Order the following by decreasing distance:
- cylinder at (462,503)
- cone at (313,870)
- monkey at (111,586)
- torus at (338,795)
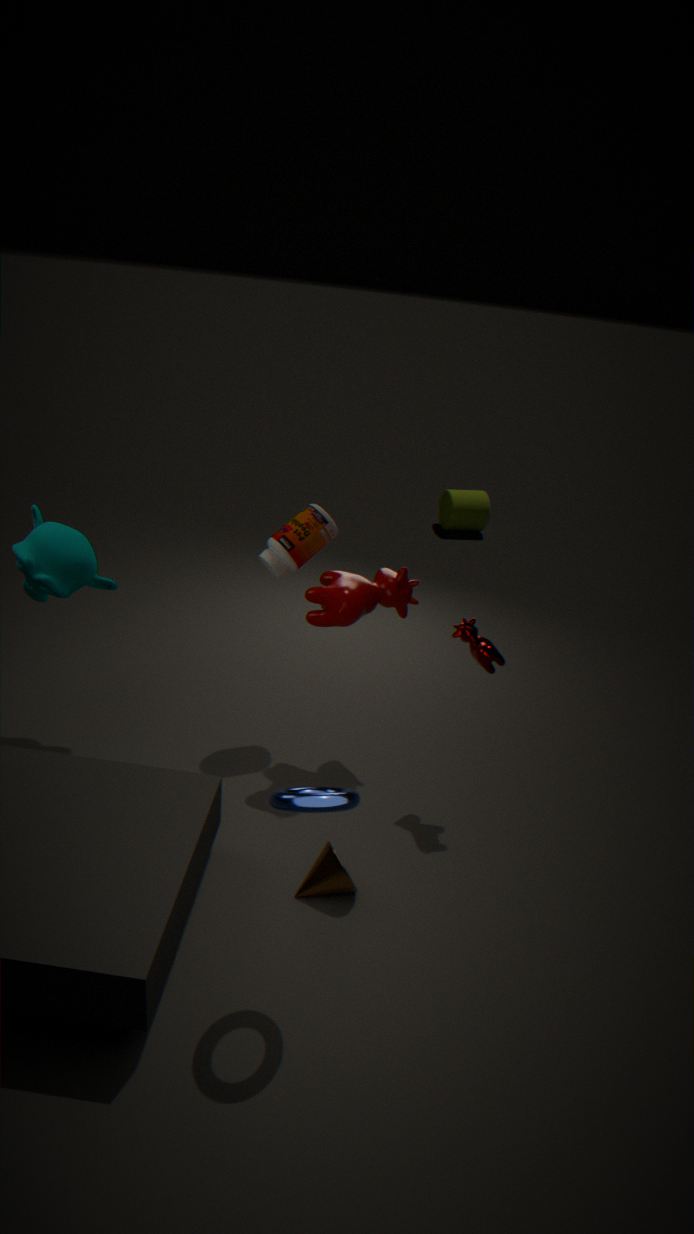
1. cylinder at (462,503)
2. monkey at (111,586)
3. cone at (313,870)
4. torus at (338,795)
